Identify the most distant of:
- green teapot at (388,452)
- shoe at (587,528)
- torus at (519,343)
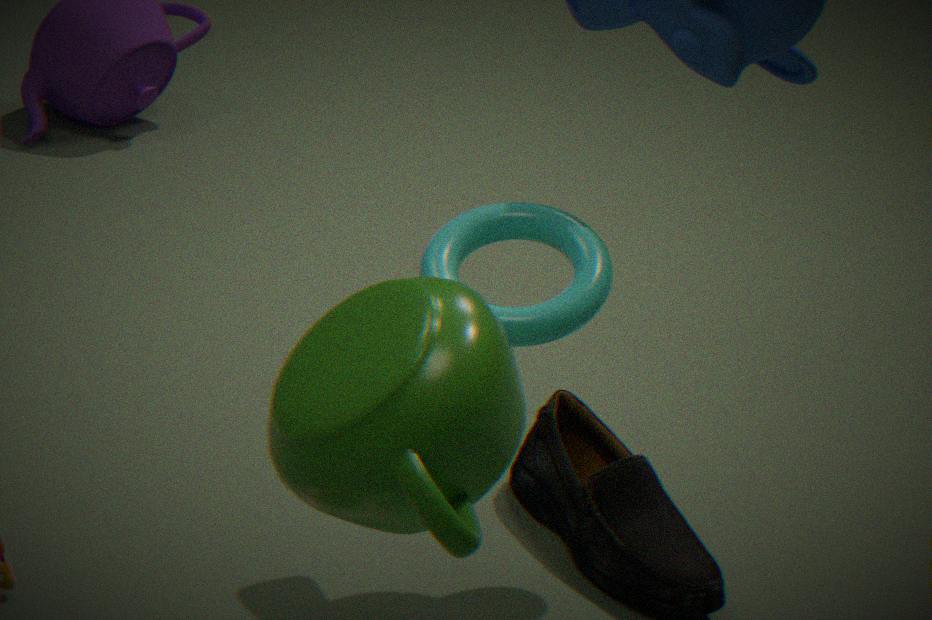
shoe at (587,528)
